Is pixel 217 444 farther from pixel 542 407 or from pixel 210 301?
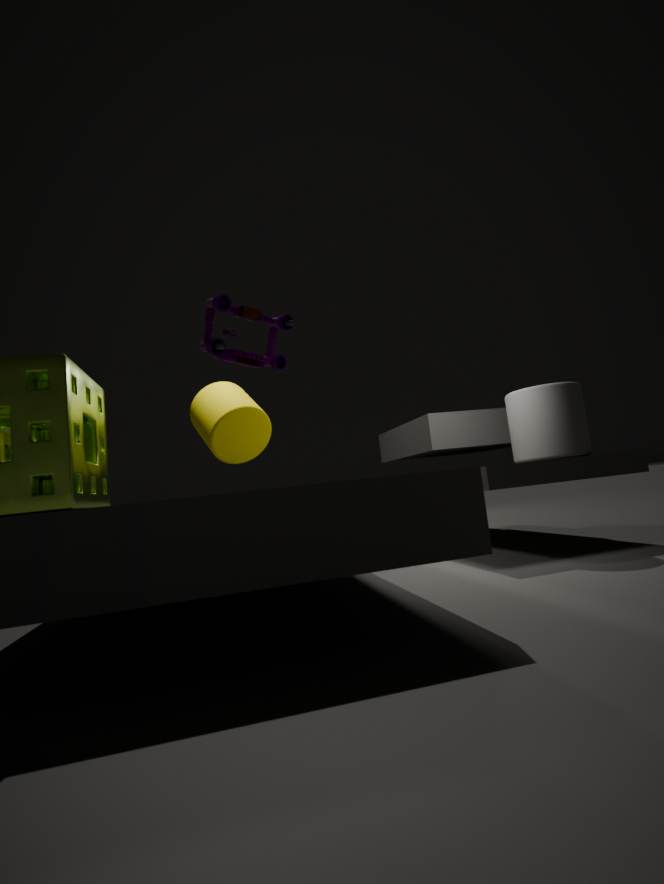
pixel 542 407
